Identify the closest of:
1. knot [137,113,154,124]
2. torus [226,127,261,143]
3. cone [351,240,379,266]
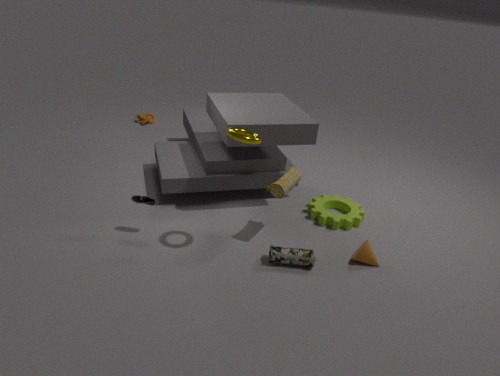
torus [226,127,261,143]
